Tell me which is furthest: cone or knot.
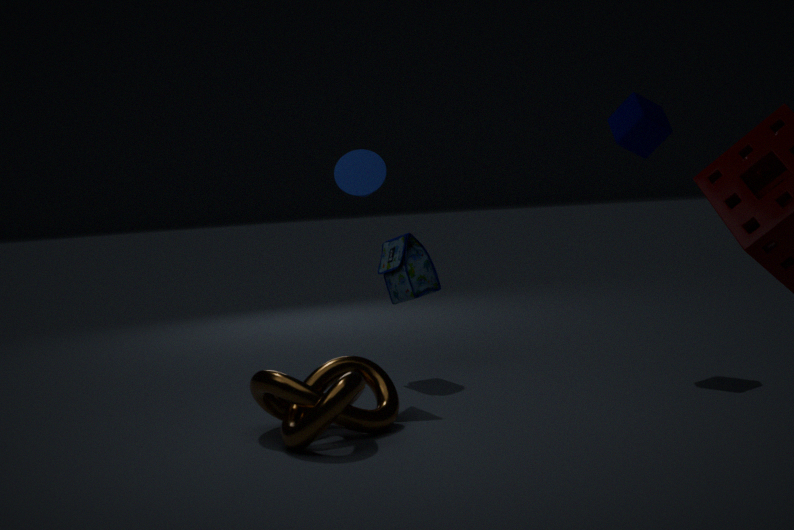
cone
